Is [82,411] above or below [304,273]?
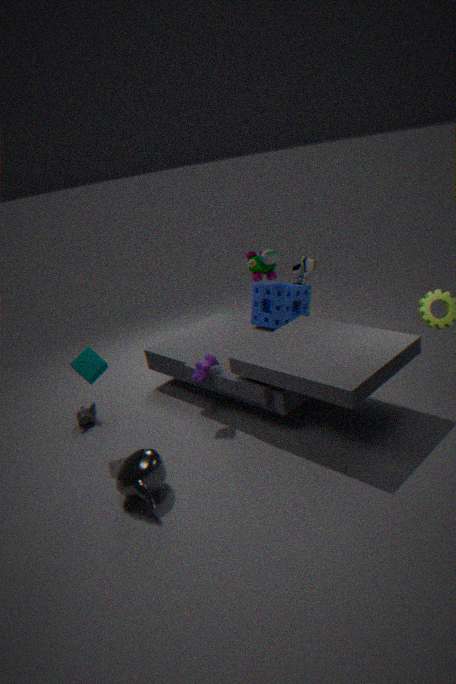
below
